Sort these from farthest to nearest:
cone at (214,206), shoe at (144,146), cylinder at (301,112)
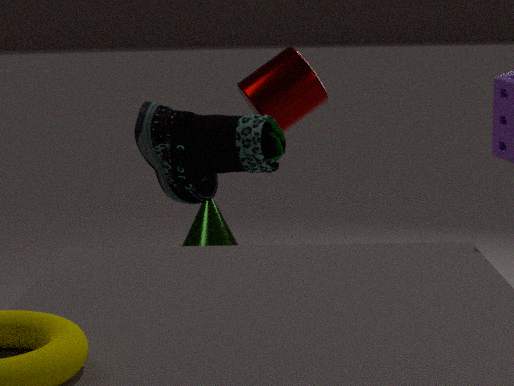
1. cone at (214,206)
2. cylinder at (301,112)
3. shoe at (144,146)
